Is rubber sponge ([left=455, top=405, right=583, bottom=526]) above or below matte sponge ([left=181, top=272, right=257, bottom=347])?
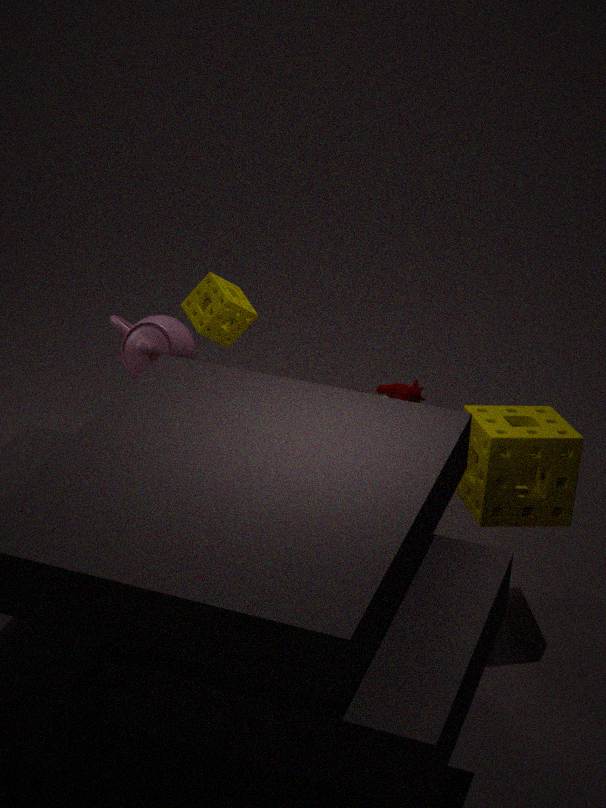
below
